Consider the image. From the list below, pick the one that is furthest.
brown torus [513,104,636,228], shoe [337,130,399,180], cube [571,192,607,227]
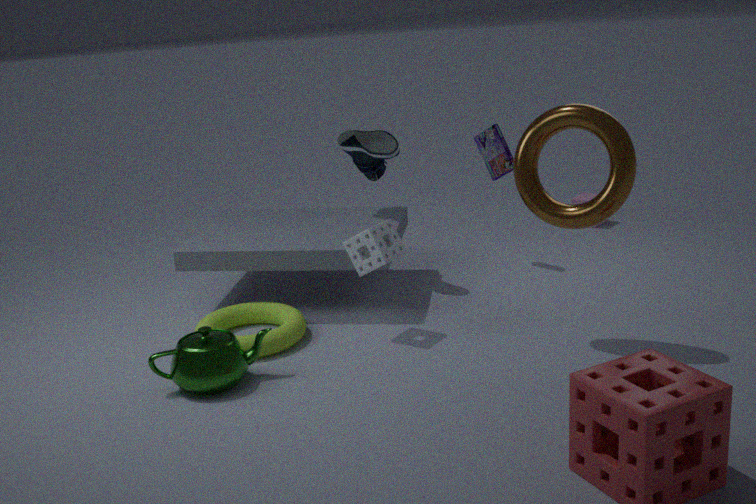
cube [571,192,607,227]
